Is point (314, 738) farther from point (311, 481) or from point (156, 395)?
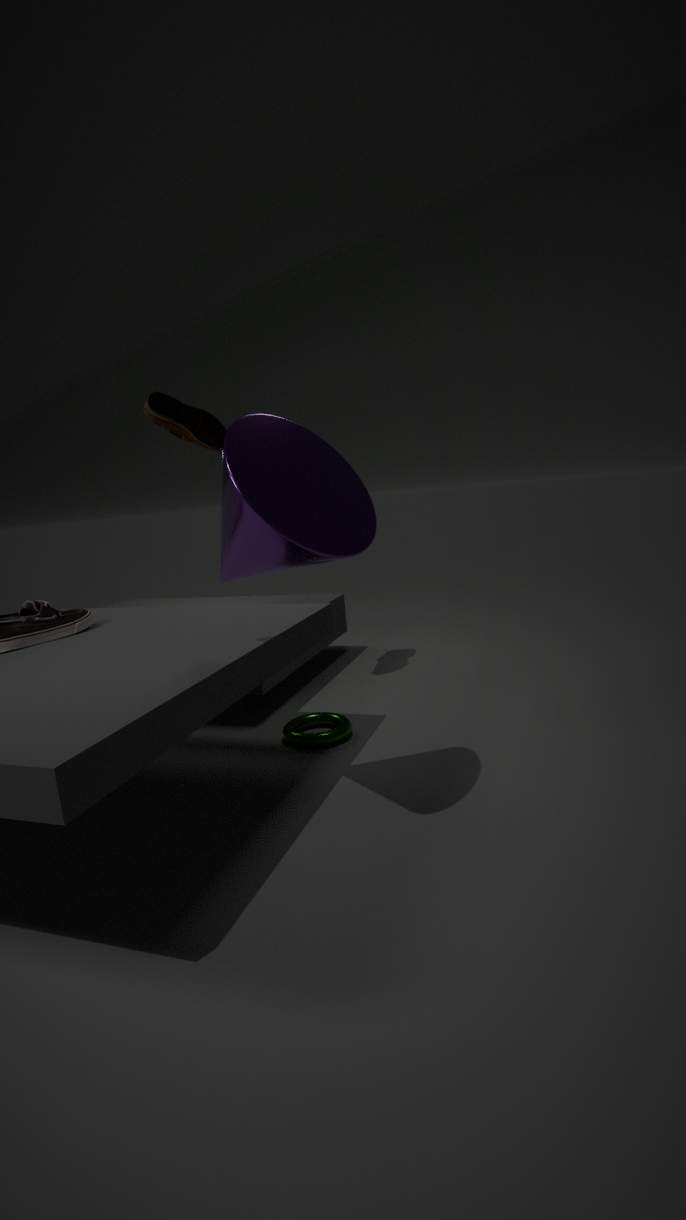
point (156, 395)
